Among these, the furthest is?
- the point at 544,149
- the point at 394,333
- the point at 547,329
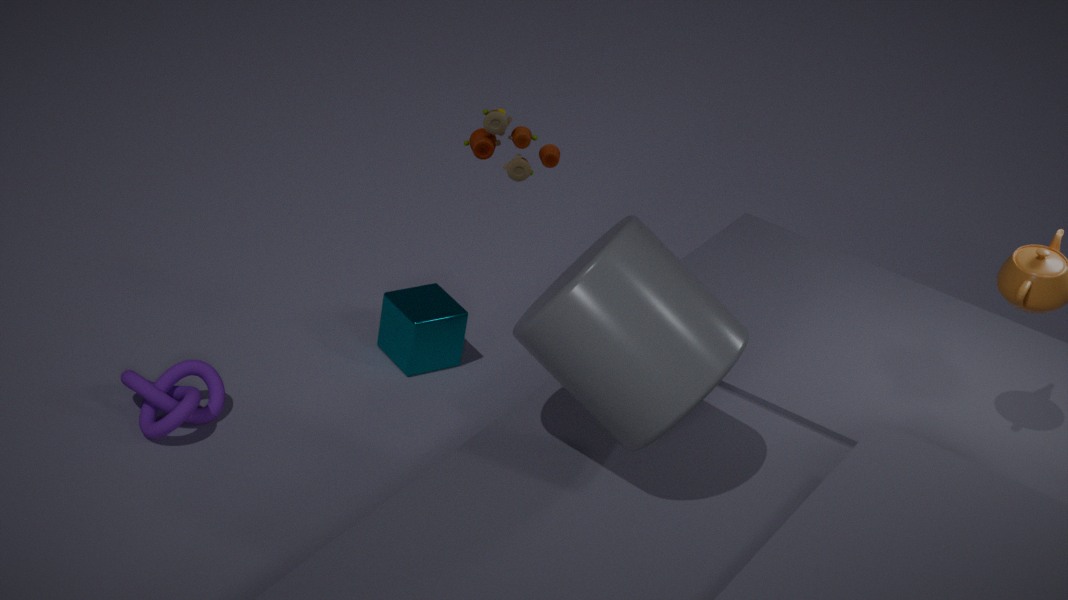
the point at 394,333
